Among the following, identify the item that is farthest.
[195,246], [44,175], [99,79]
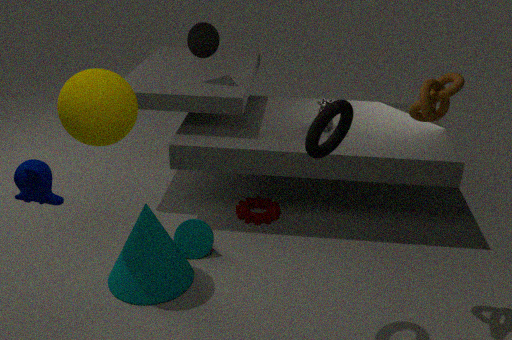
[195,246]
